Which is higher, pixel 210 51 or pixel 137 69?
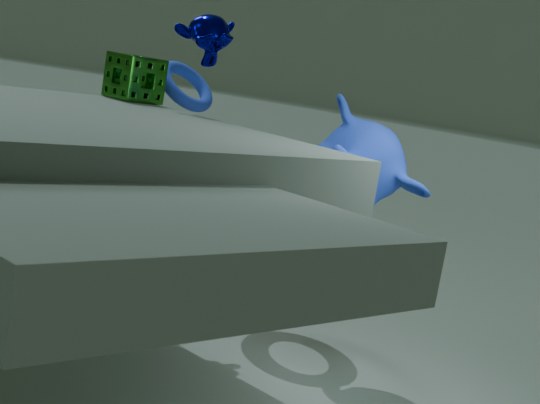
pixel 210 51
